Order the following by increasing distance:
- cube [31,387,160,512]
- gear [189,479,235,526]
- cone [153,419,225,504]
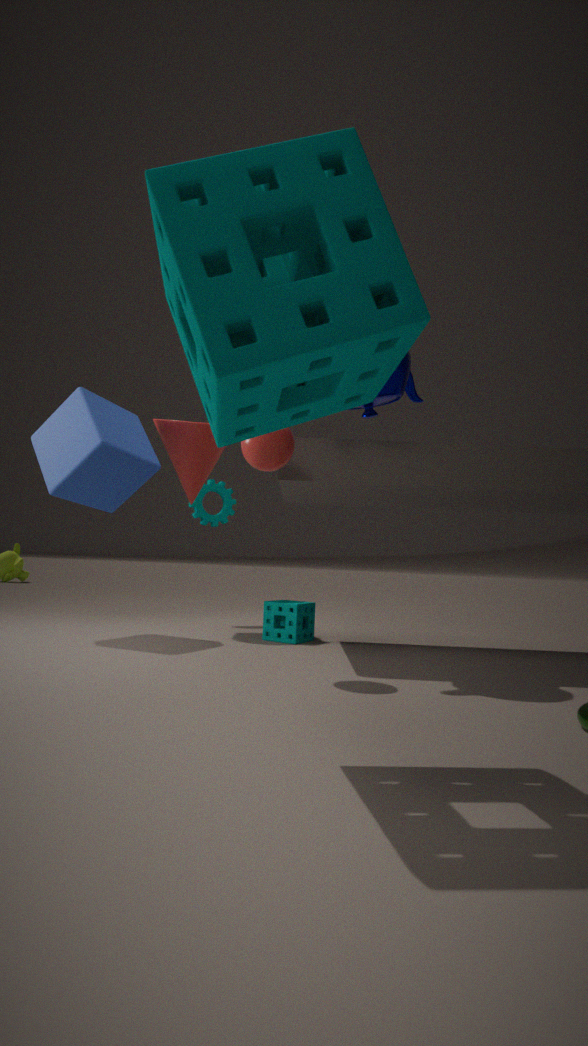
cube [31,387,160,512] → cone [153,419,225,504] → gear [189,479,235,526]
